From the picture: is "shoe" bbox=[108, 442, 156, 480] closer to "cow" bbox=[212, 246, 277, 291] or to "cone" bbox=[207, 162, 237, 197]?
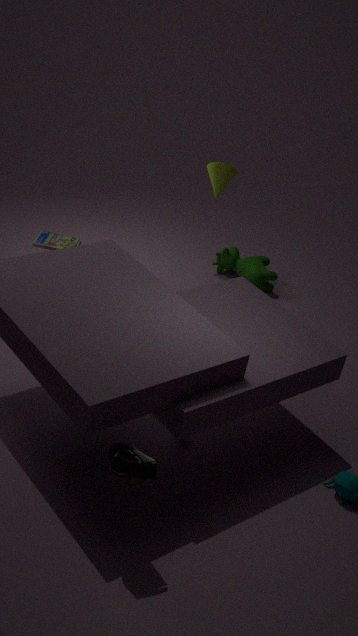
"cone" bbox=[207, 162, 237, 197]
